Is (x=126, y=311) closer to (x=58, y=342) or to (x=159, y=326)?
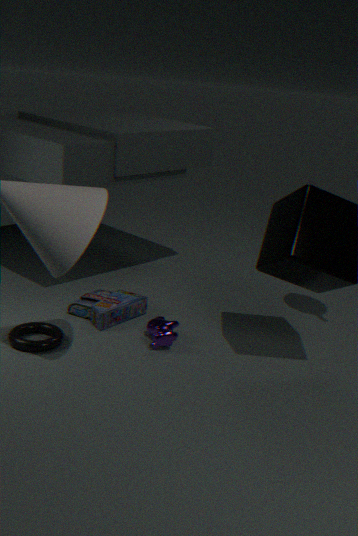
(x=159, y=326)
